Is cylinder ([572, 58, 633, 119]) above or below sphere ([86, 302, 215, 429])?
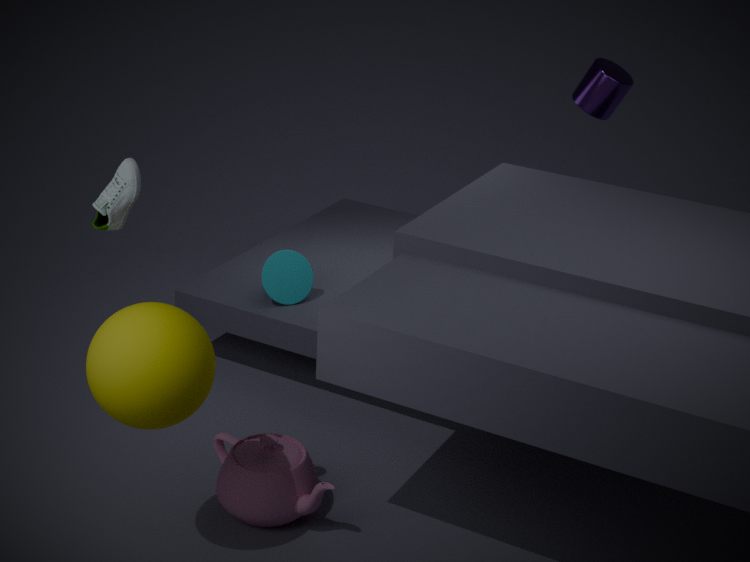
above
